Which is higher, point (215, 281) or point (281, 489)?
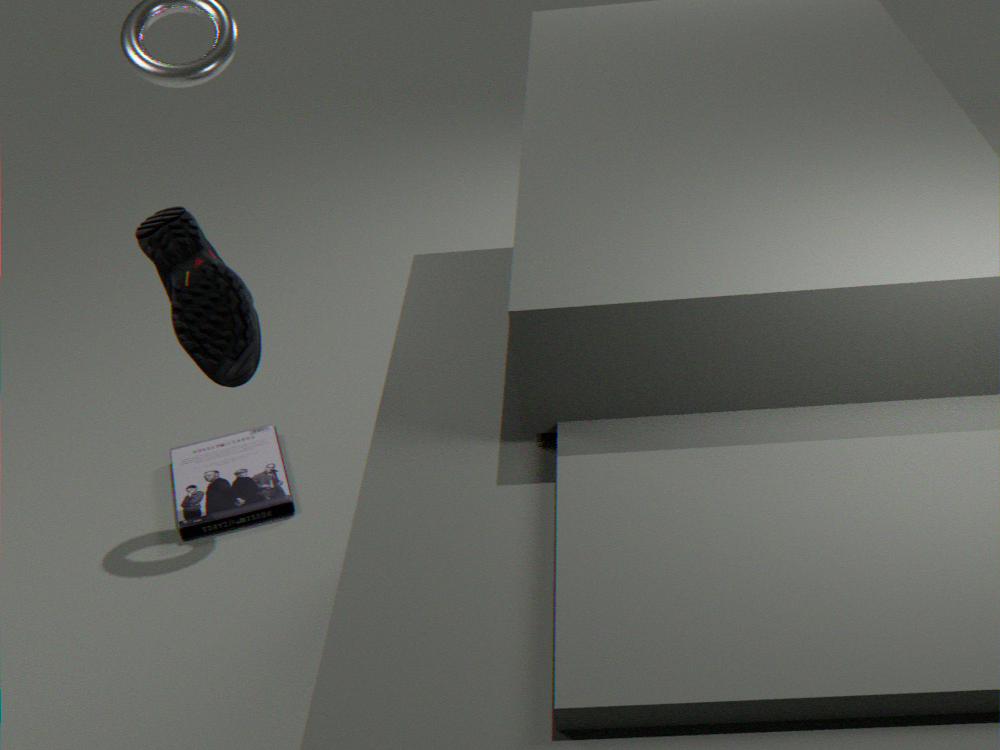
point (215, 281)
